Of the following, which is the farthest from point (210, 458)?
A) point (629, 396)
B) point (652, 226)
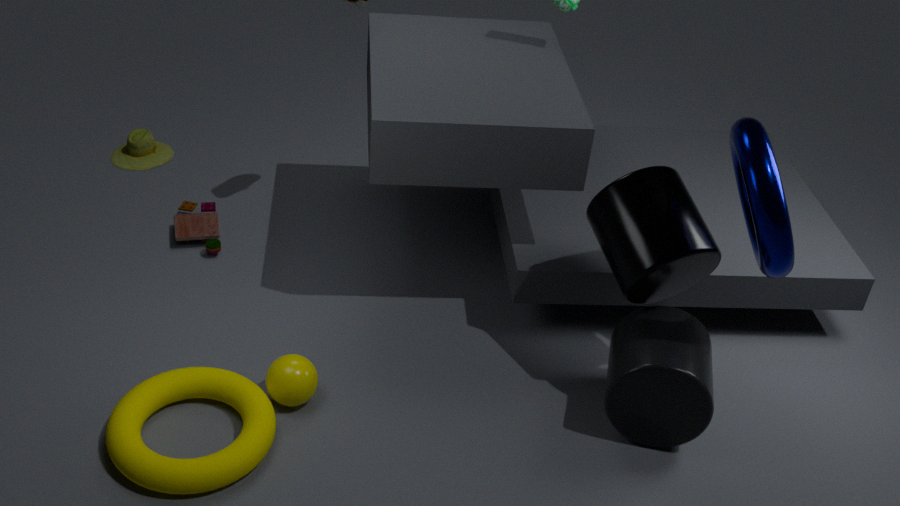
point (652, 226)
